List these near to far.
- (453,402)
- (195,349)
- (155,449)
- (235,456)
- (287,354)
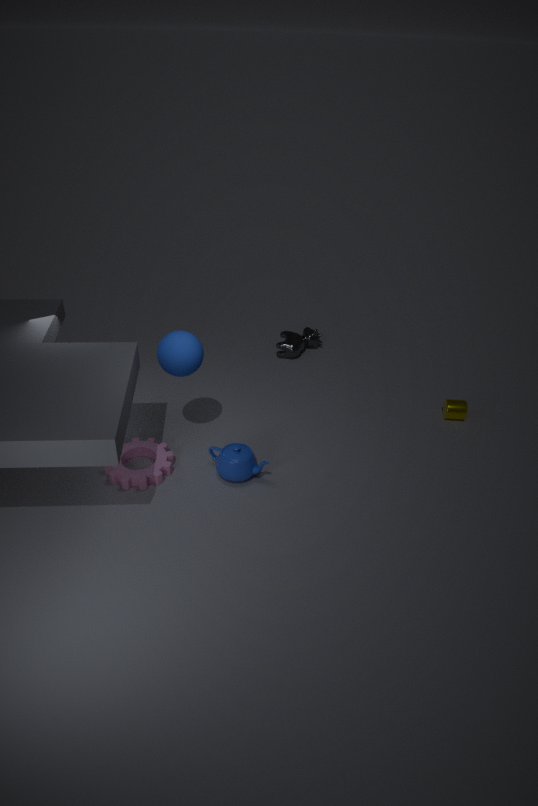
1. (195,349)
2. (235,456)
3. (155,449)
4. (453,402)
5. (287,354)
